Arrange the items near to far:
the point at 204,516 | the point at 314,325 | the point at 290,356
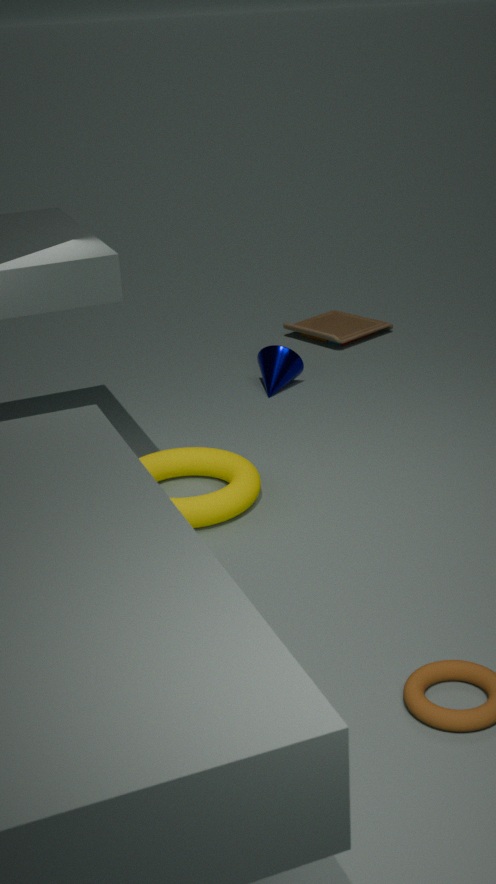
the point at 204,516 < the point at 290,356 < the point at 314,325
